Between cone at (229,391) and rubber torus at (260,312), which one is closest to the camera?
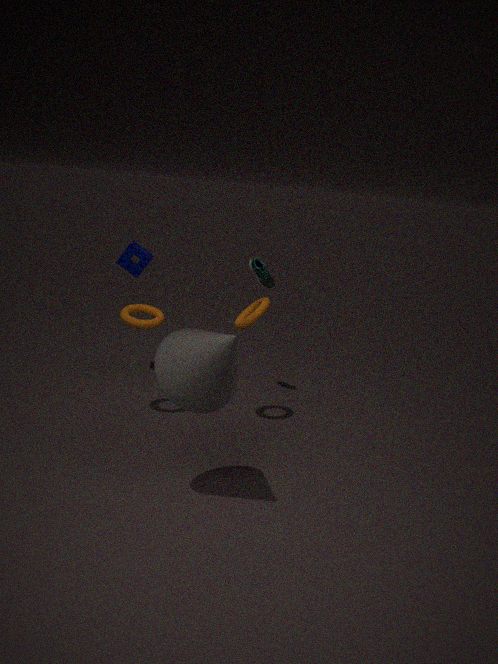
cone at (229,391)
